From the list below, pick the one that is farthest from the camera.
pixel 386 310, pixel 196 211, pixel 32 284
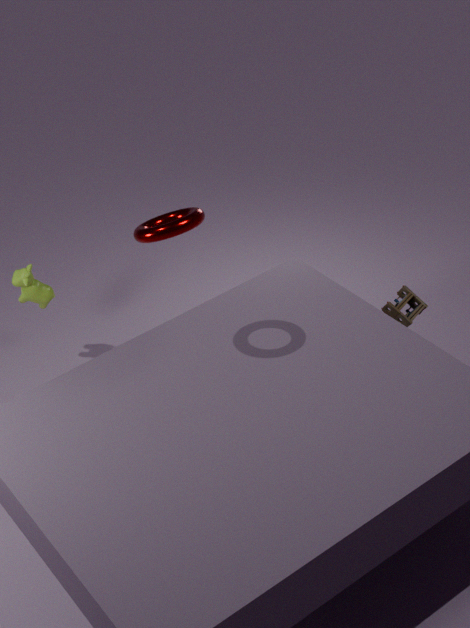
pixel 32 284
